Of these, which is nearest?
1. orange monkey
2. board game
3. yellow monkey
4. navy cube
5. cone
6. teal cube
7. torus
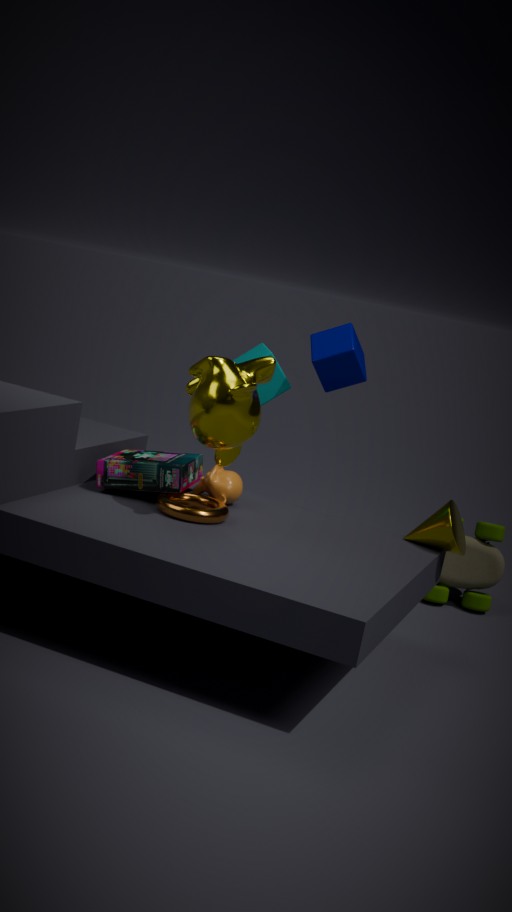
yellow monkey
